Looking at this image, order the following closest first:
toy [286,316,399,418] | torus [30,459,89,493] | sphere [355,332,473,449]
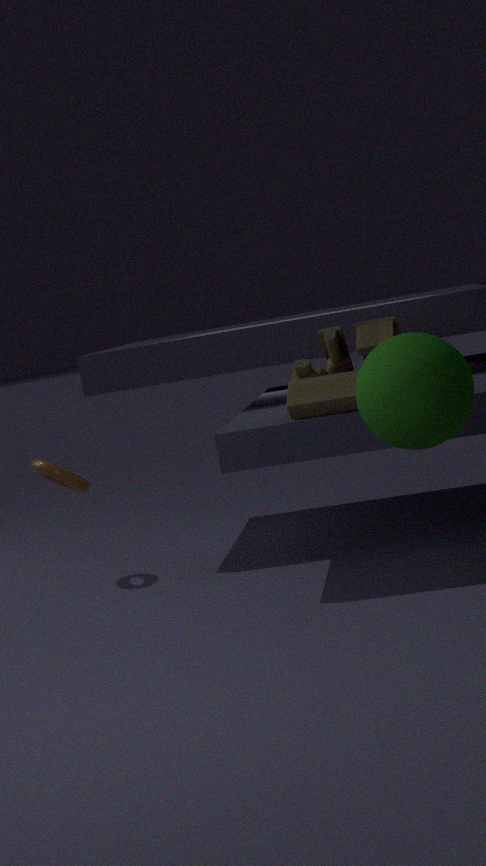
sphere [355,332,473,449] < toy [286,316,399,418] < torus [30,459,89,493]
